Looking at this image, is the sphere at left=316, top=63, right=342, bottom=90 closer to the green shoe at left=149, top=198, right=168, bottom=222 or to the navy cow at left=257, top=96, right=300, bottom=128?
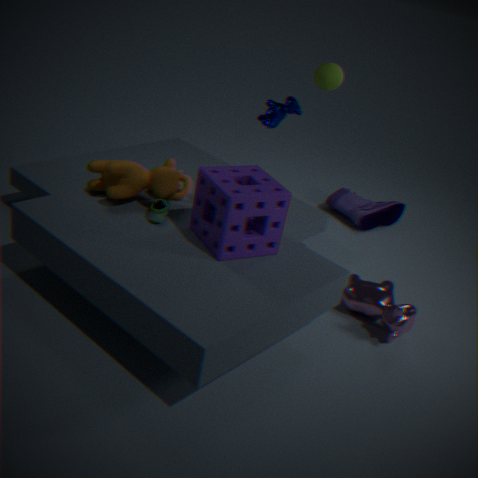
the navy cow at left=257, top=96, right=300, bottom=128
